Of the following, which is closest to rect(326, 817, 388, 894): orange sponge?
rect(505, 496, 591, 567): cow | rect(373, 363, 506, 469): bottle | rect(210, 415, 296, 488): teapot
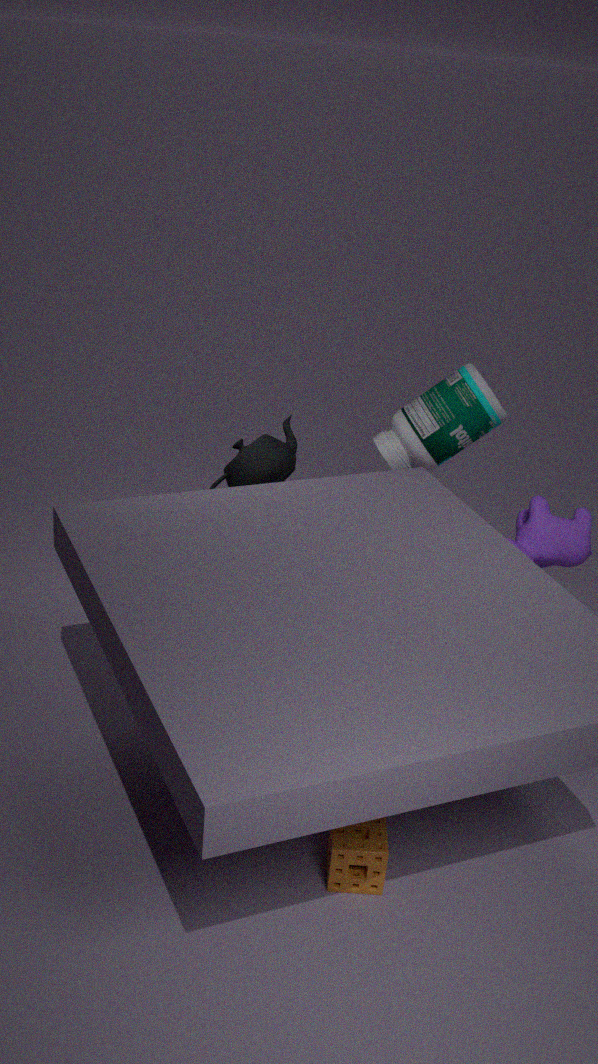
rect(505, 496, 591, 567): cow
